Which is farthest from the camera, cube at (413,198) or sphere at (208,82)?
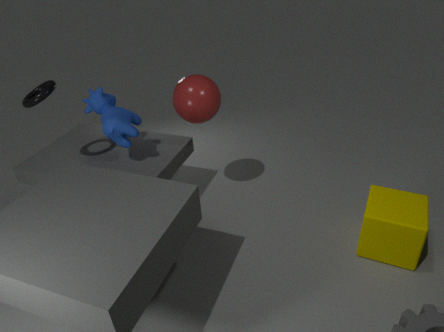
sphere at (208,82)
